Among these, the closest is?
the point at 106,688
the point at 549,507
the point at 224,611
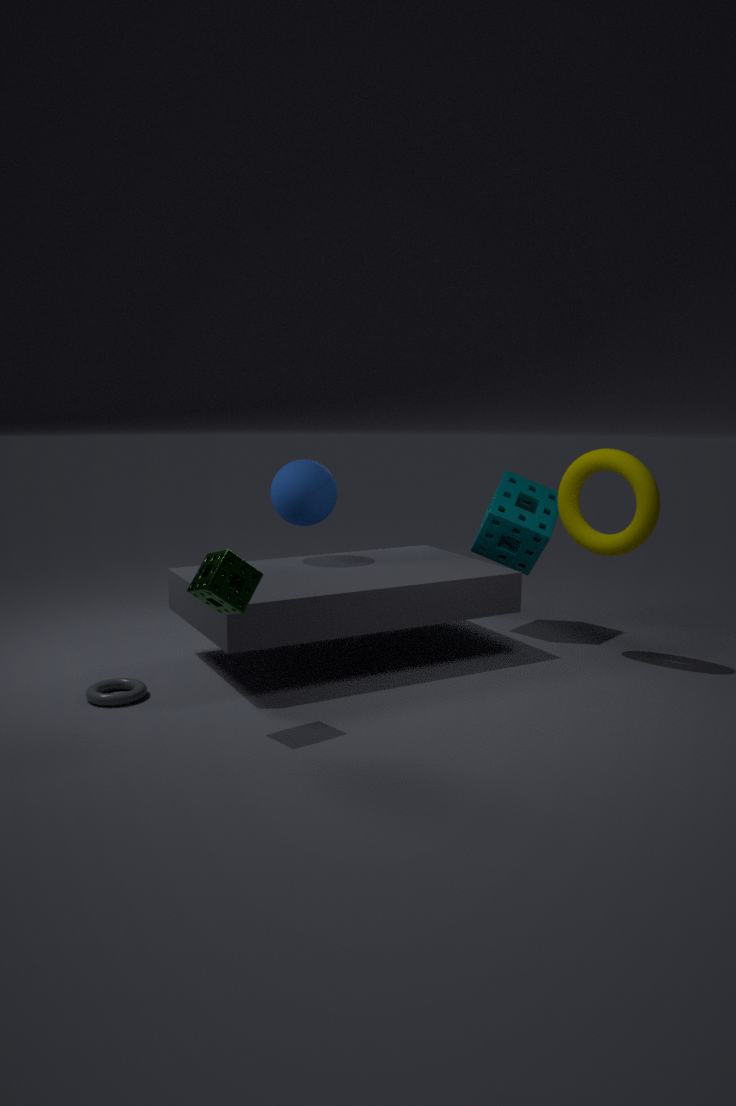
the point at 224,611
